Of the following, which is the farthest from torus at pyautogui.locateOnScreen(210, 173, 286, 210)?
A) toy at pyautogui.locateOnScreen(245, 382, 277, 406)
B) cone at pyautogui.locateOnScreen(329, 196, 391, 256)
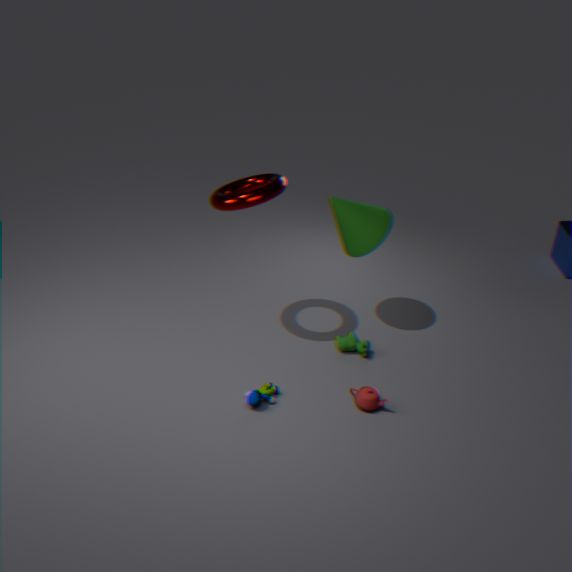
toy at pyautogui.locateOnScreen(245, 382, 277, 406)
